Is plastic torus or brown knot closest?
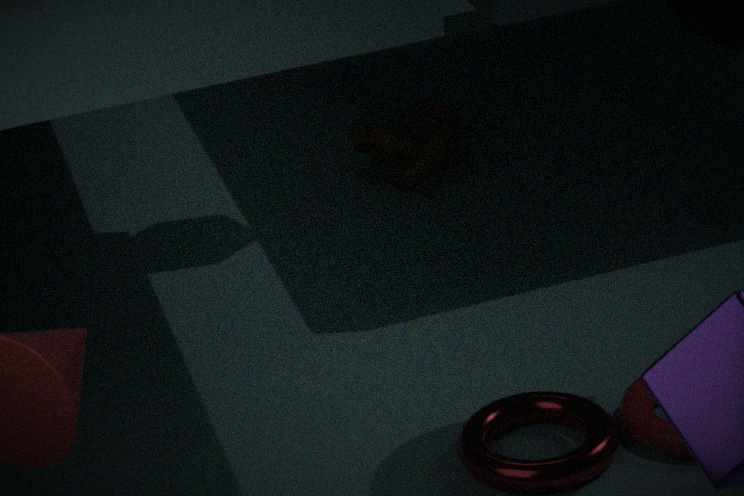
plastic torus
